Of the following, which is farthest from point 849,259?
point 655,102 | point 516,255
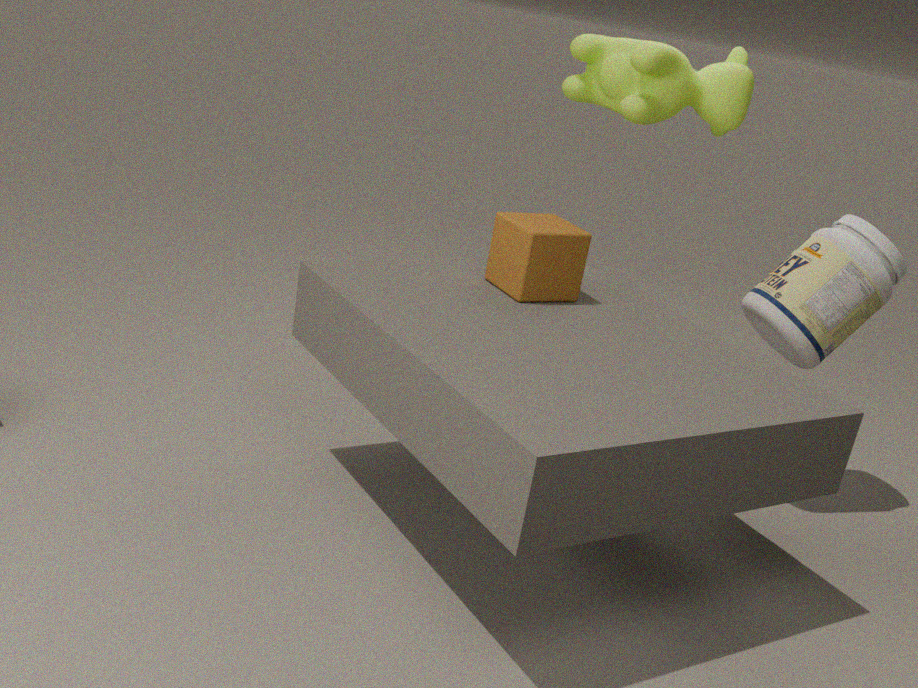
point 516,255
